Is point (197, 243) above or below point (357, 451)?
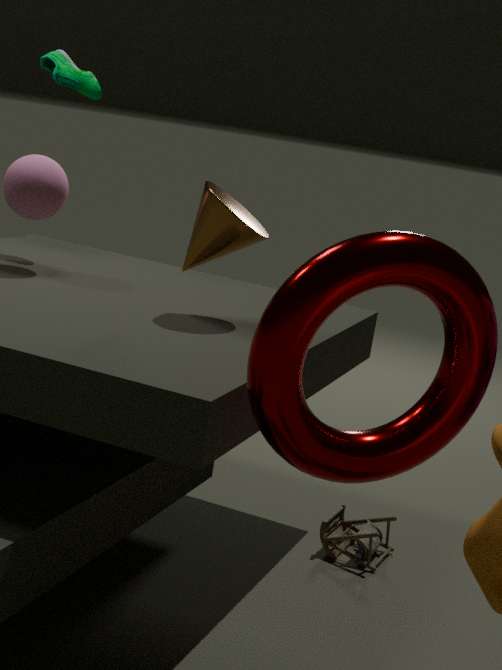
above
